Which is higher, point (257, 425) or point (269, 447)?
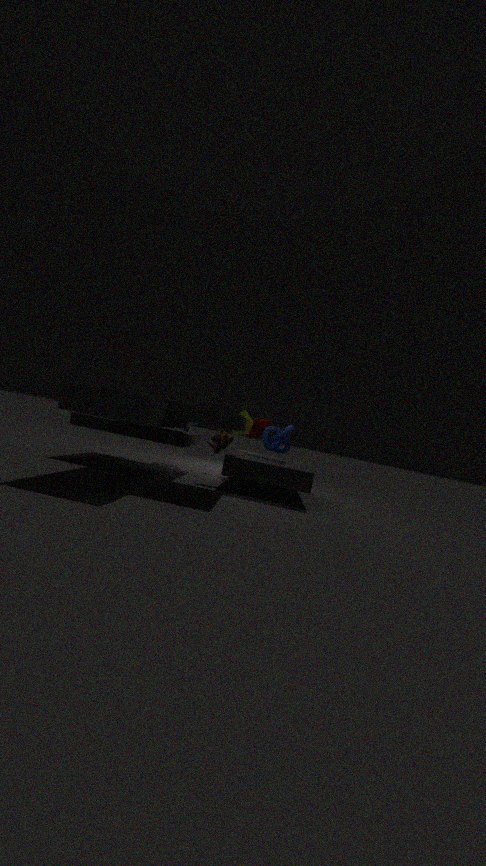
point (257, 425)
